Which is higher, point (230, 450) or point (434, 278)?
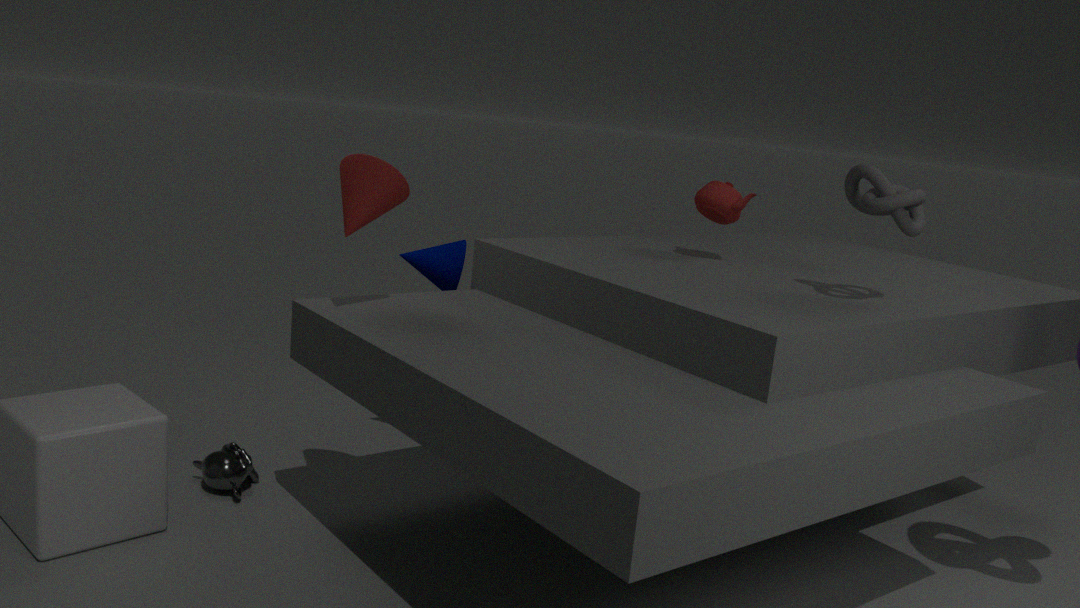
point (434, 278)
